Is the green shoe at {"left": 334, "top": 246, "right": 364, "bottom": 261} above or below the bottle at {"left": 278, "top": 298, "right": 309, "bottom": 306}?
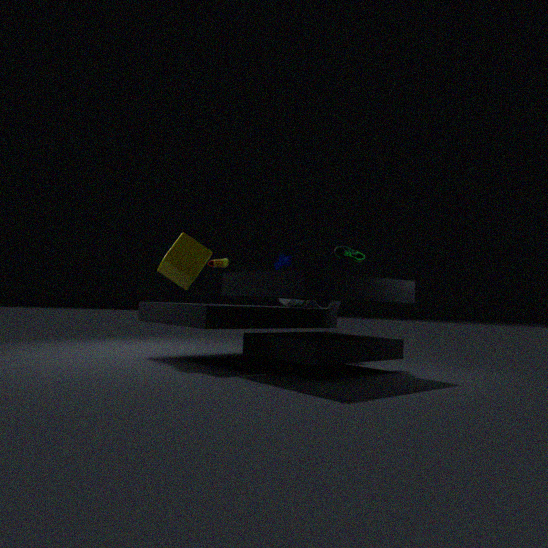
above
